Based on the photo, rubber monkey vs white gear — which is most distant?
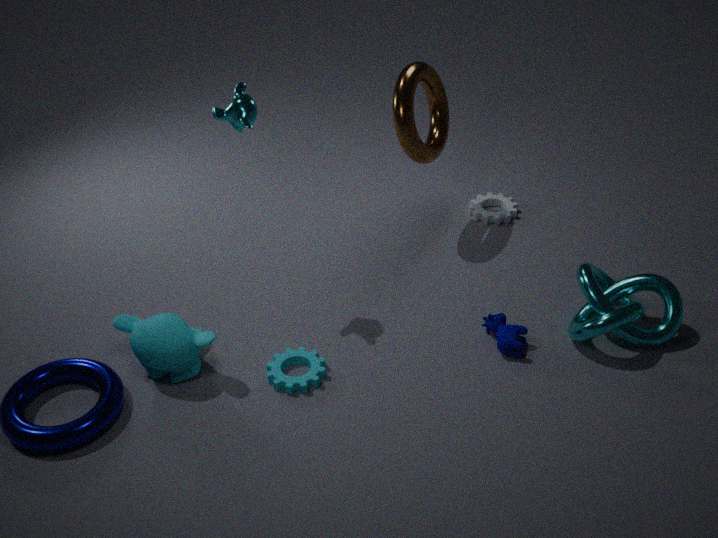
white gear
